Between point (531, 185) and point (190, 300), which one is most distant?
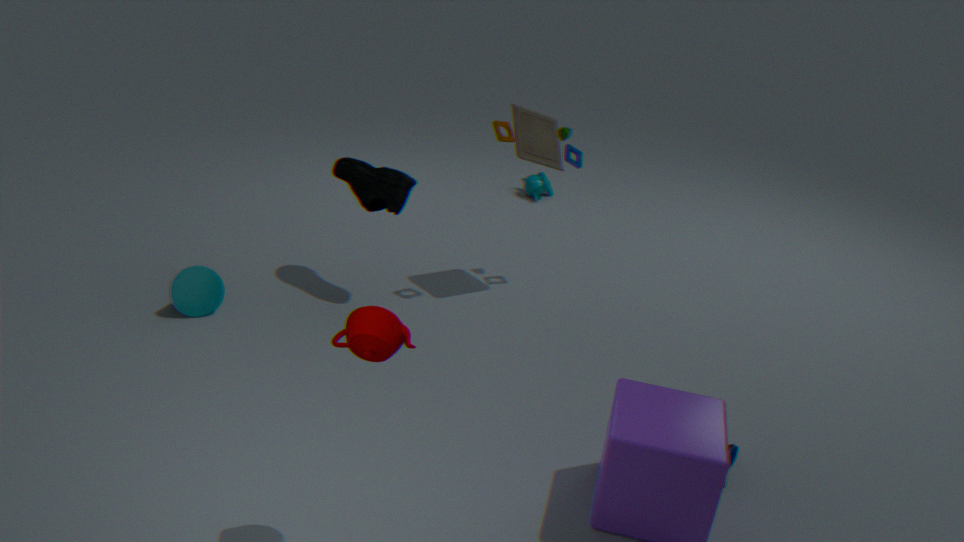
point (531, 185)
